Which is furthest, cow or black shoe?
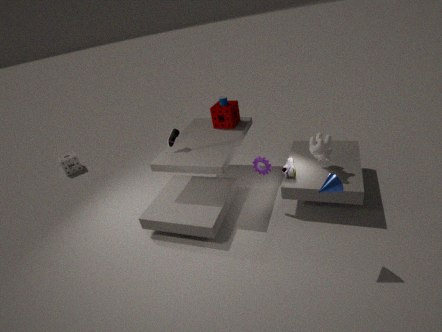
black shoe
